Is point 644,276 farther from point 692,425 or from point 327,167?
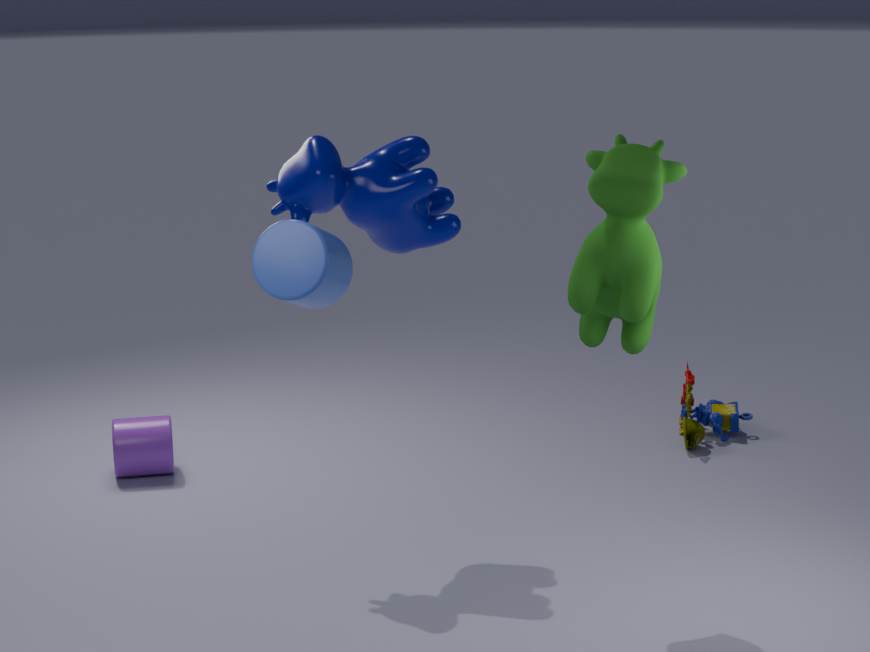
point 692,425
